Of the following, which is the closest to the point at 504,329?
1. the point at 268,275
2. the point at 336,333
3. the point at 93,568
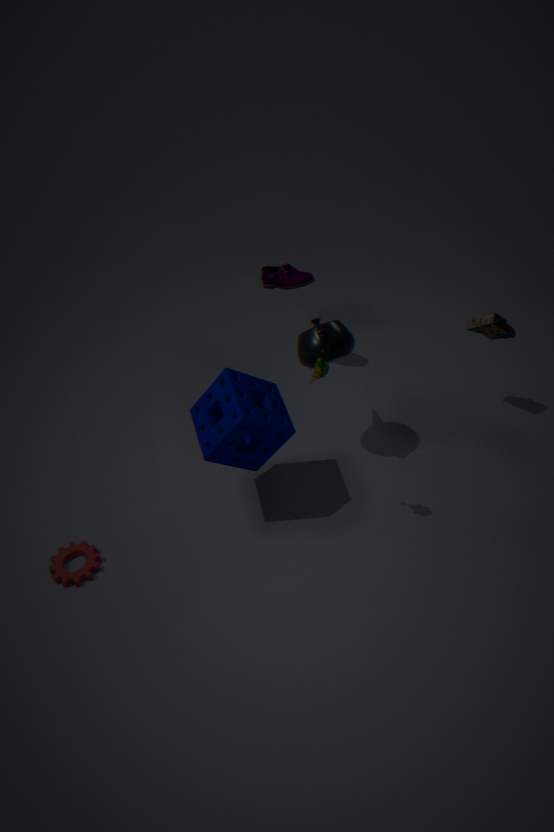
the point at 336,333
